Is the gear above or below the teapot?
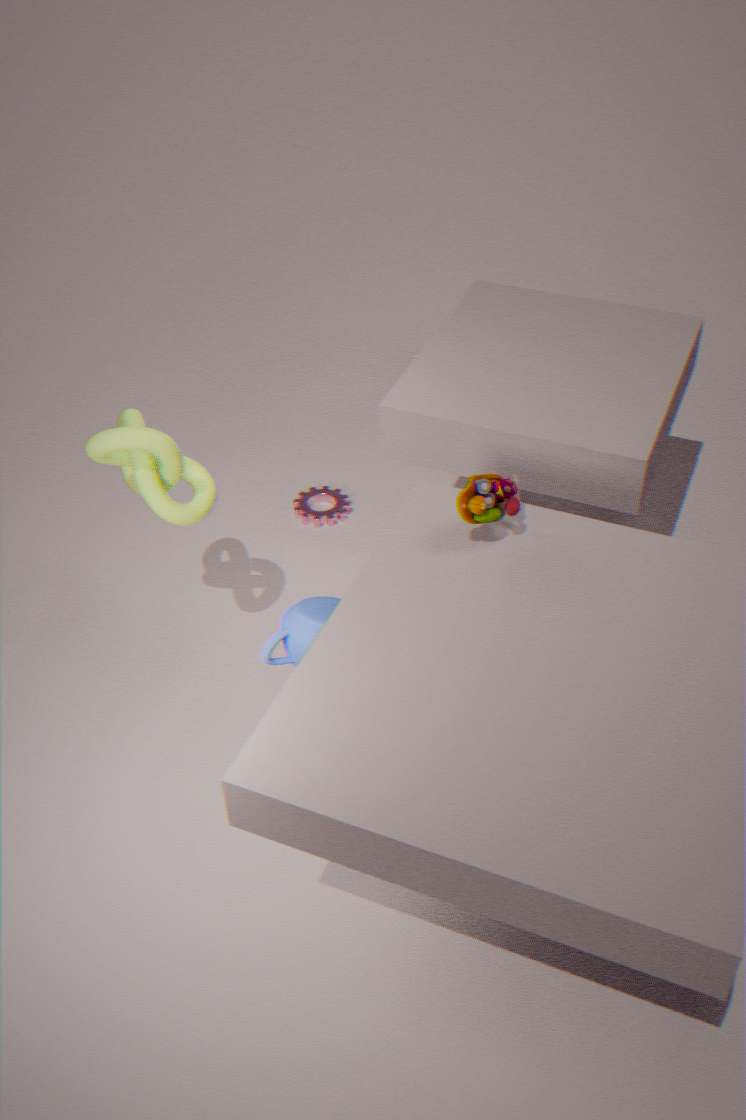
below
